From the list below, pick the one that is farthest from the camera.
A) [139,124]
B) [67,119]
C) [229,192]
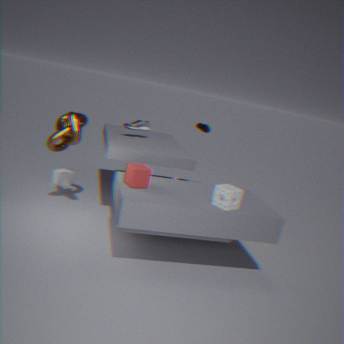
[139,124]
